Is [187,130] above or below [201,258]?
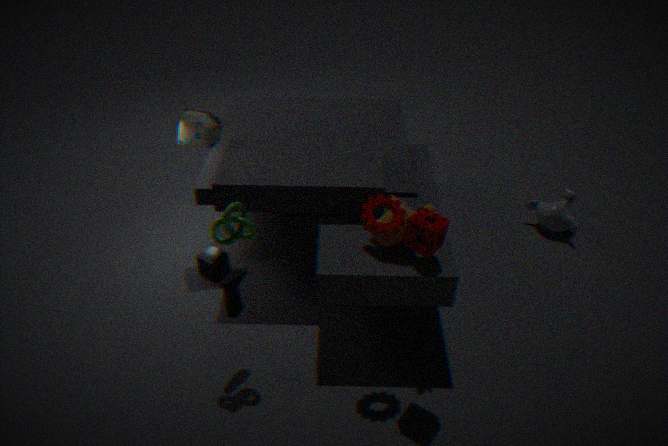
above
